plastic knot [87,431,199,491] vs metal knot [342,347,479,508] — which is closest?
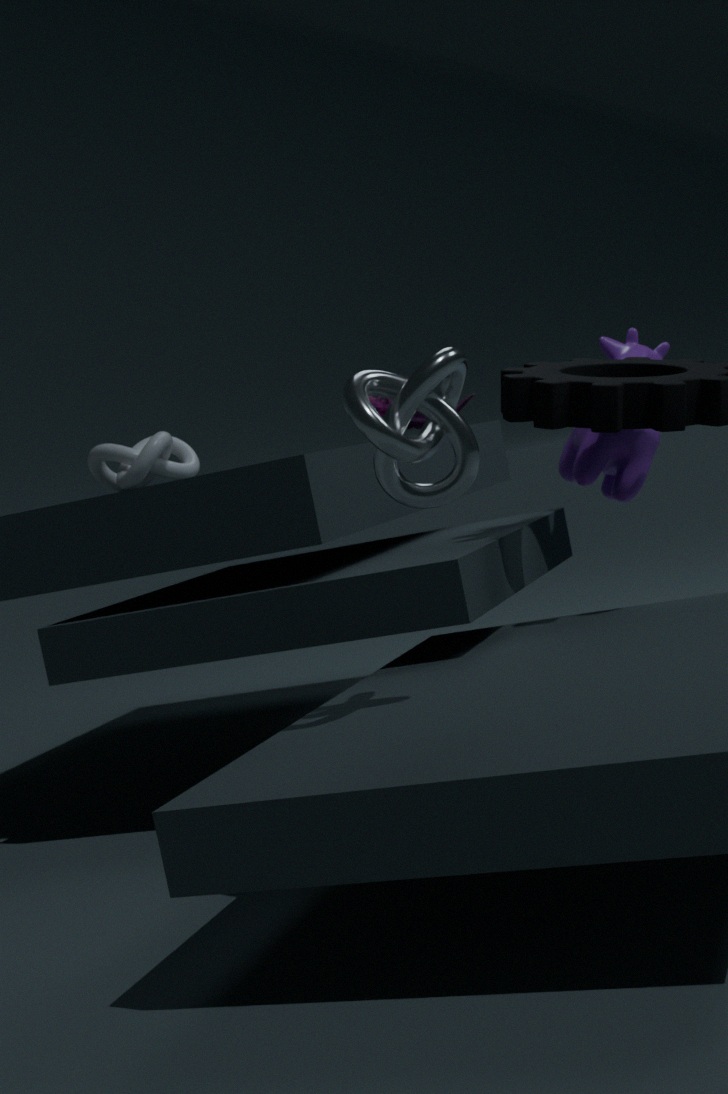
metal knot [342,347,479,508]
